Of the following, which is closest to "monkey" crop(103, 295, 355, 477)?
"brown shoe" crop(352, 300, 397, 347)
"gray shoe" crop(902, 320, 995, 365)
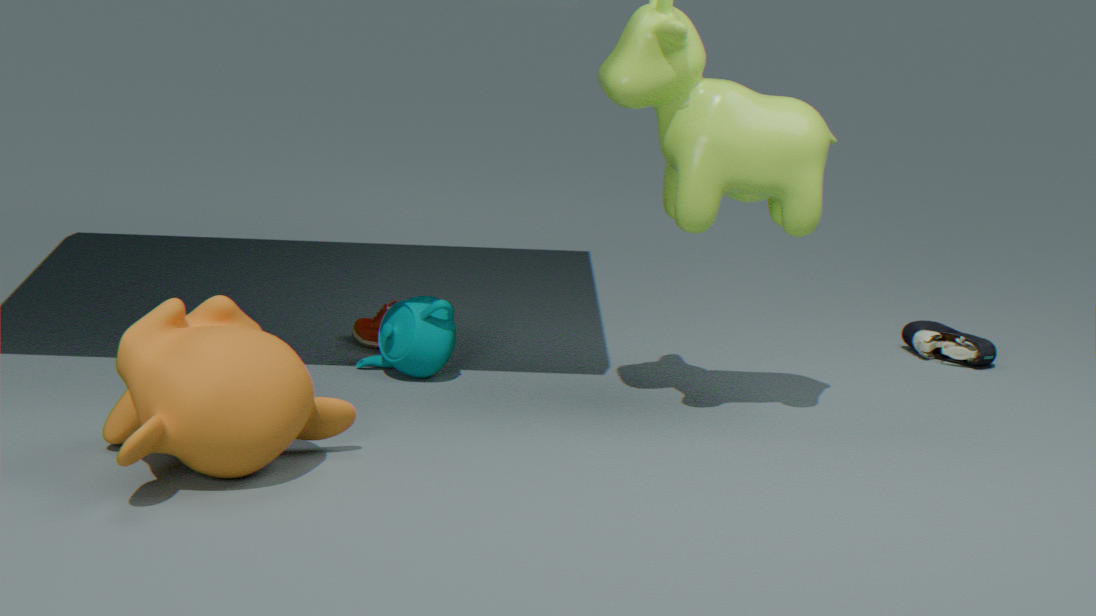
"brown shoe" crop(352, 300, 397, 347)
